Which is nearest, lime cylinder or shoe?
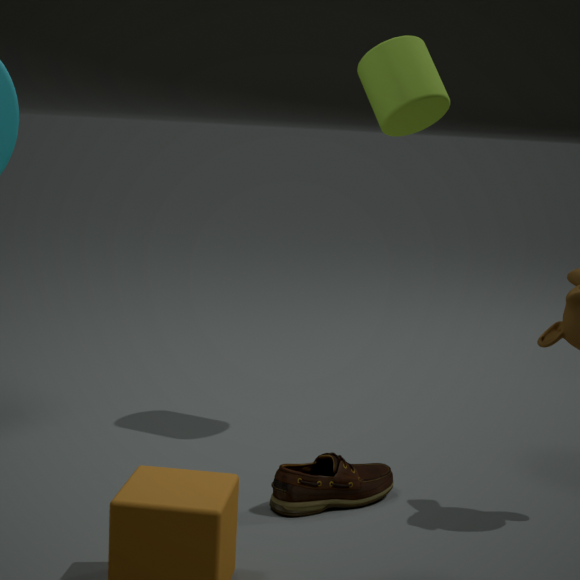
shoe
